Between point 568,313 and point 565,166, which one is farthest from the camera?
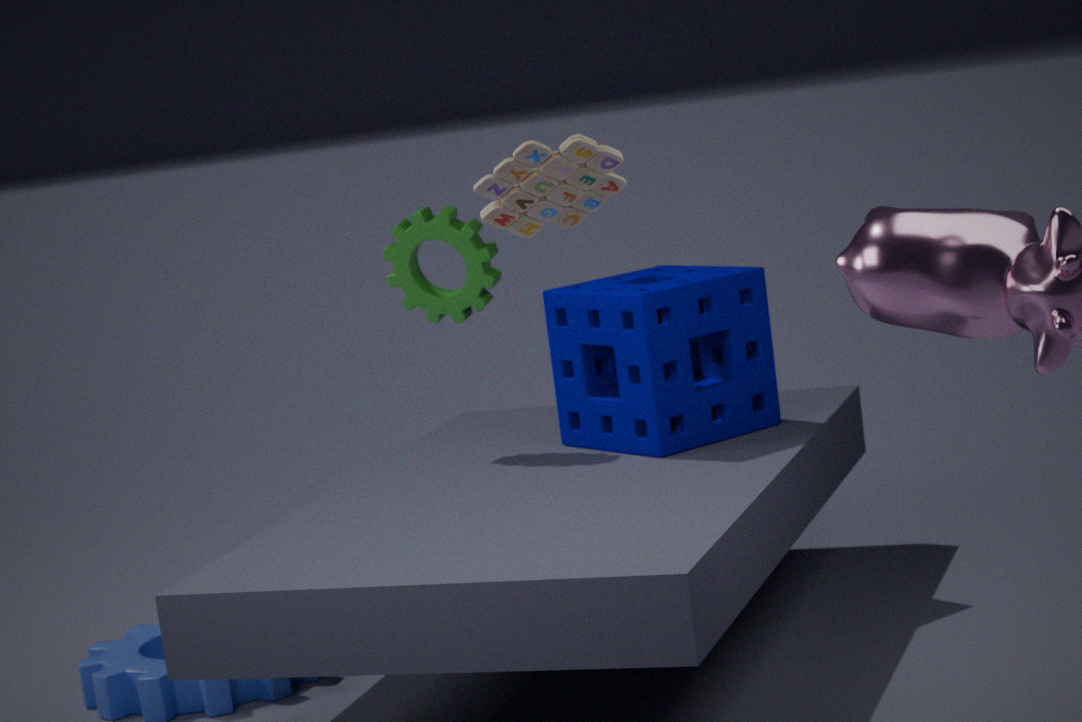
point 568,313
